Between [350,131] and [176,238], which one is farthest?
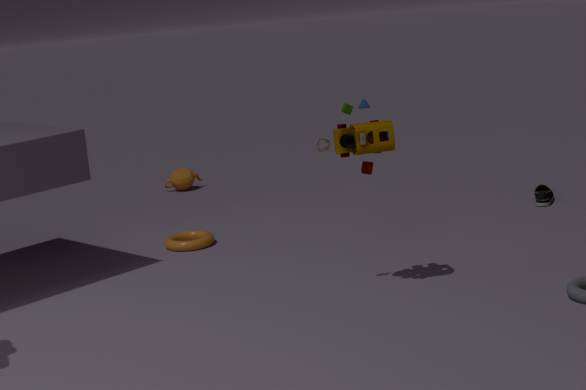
[176,238]
